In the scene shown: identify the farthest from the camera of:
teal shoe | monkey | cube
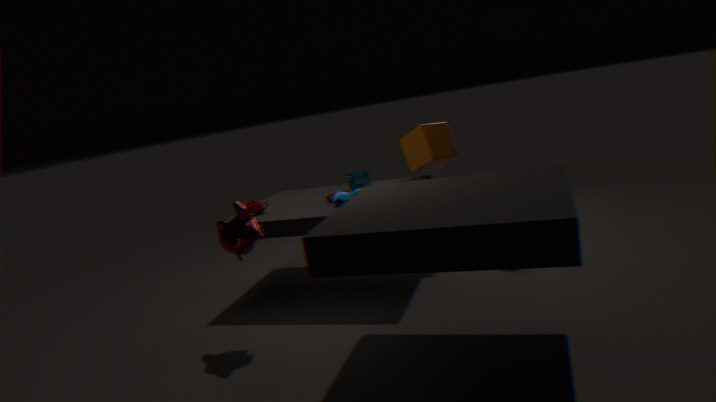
cube
